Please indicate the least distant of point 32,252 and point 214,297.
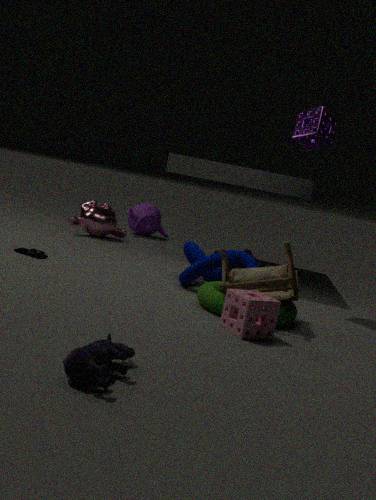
point 214,297
